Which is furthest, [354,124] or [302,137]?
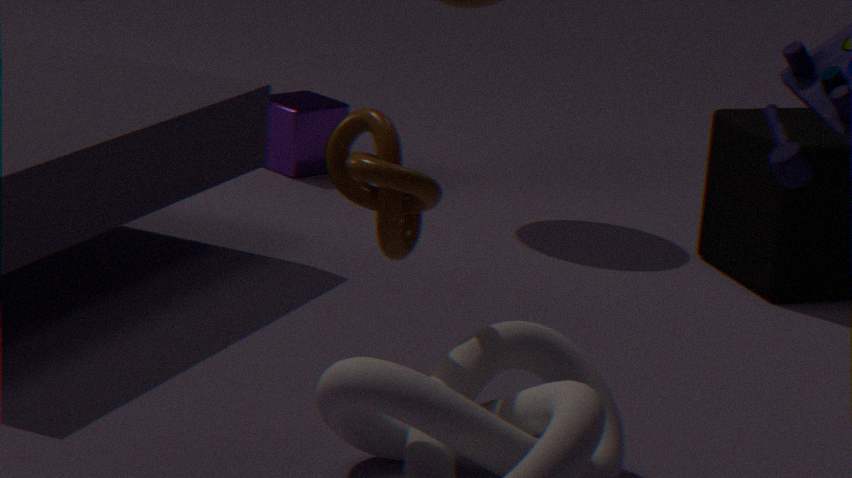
[302,137]
